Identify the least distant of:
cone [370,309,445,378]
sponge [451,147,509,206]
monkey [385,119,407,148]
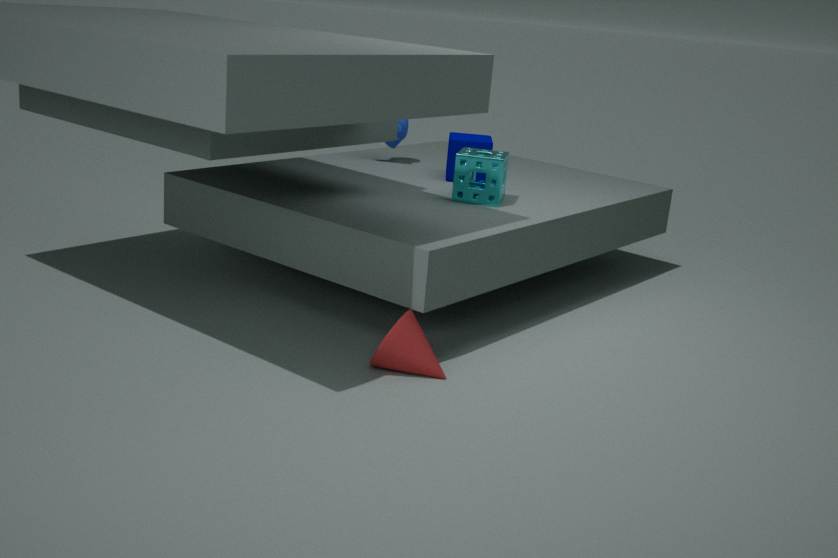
cone [370,309,445,378]
